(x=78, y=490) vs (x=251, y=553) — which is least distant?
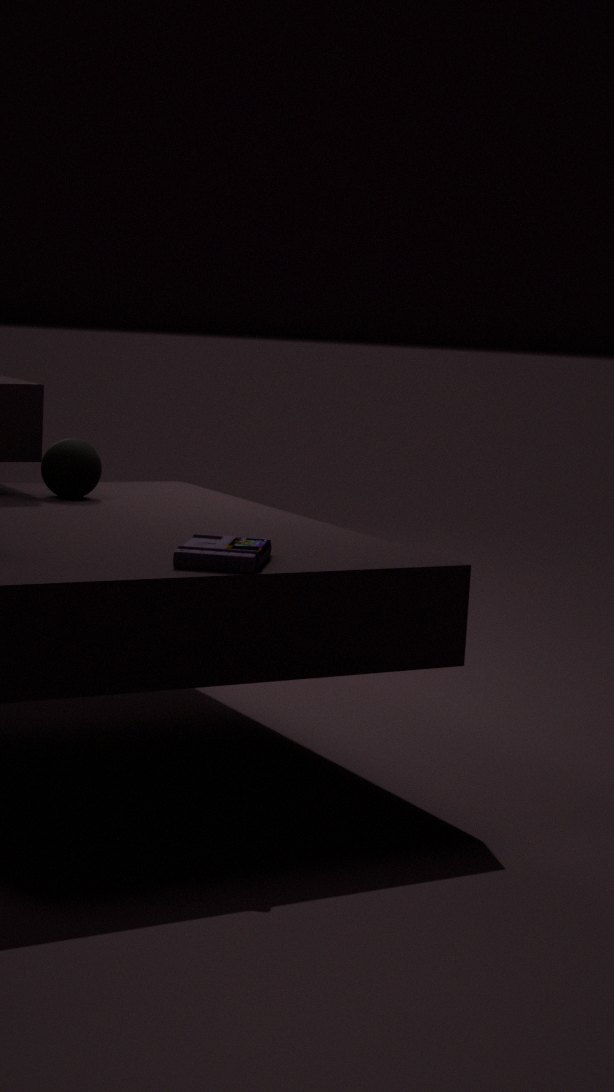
(x=251, y=553)
